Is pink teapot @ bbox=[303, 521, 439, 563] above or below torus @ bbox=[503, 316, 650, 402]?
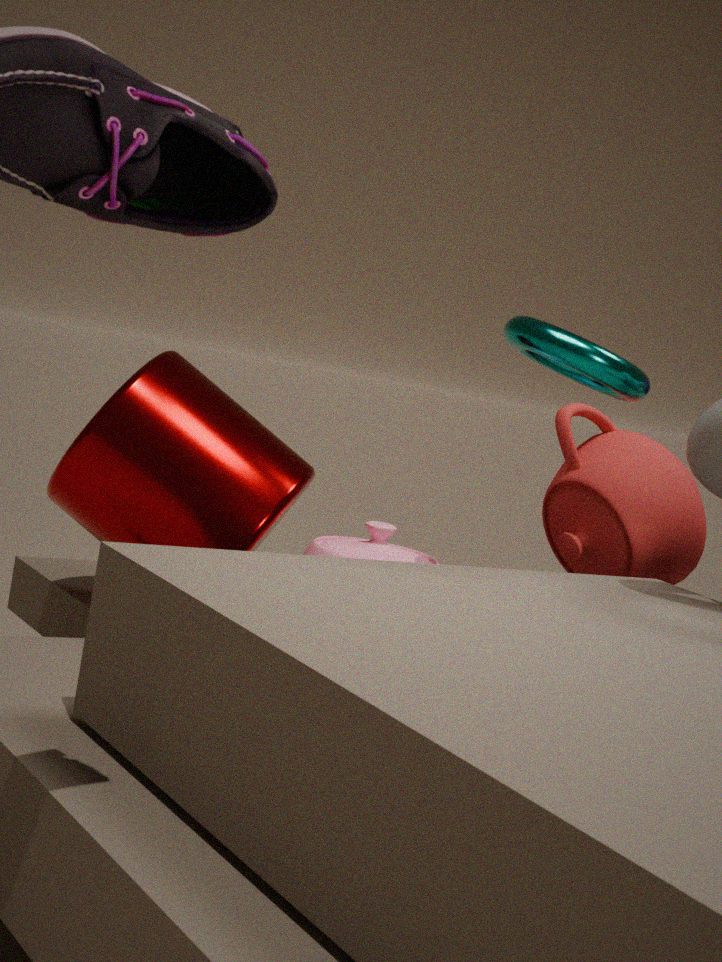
below
